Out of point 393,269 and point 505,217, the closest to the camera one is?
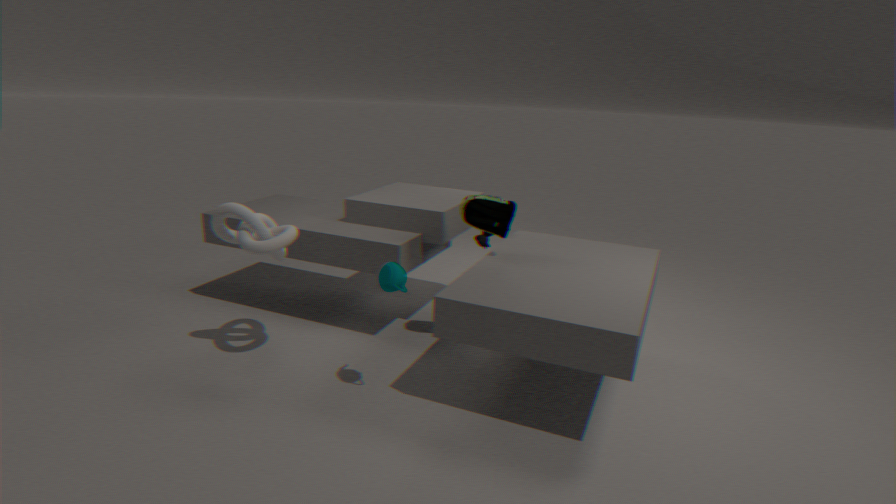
point 393,269
